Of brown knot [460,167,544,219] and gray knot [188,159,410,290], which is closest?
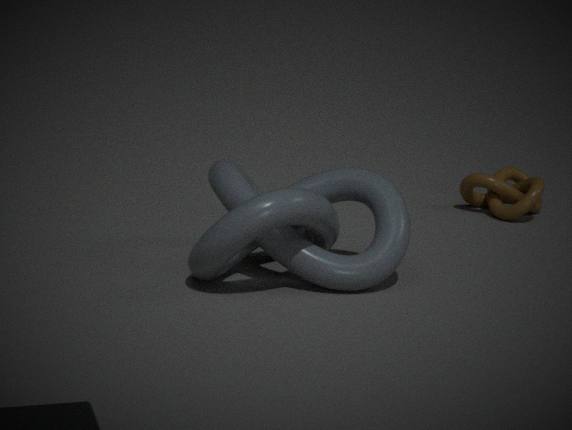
gray knot [188,159,410,290]
